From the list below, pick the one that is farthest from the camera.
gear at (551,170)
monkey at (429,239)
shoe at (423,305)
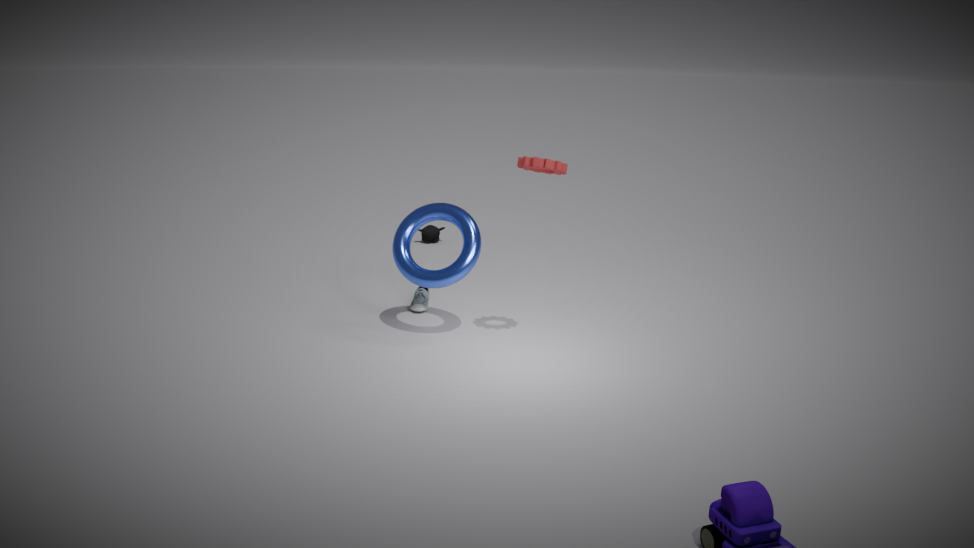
monkey at (429,239)
